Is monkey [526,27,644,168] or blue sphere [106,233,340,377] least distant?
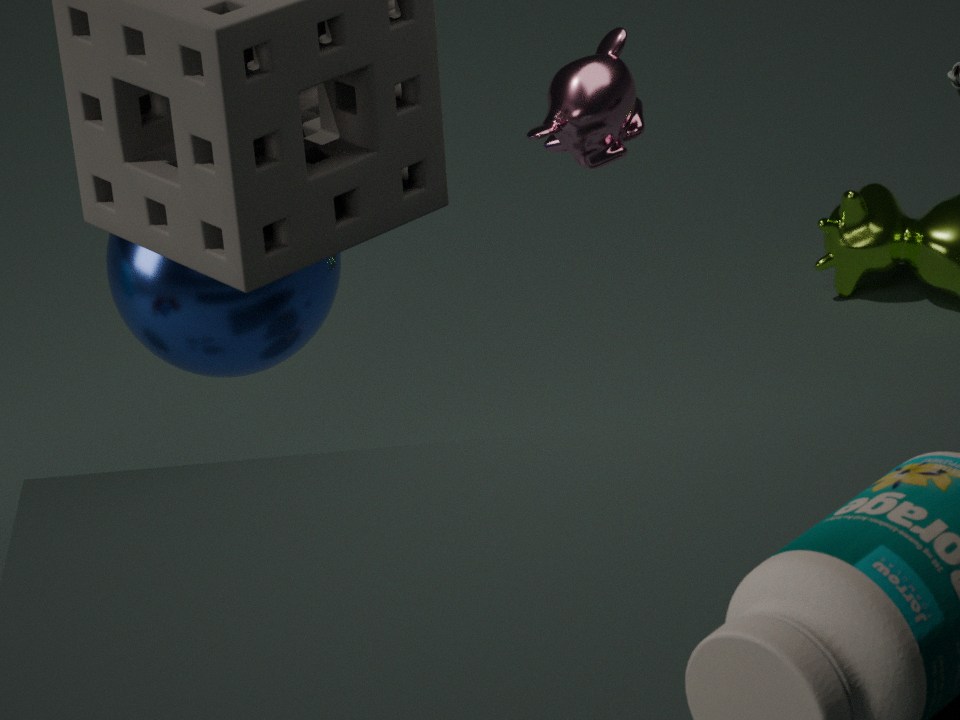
monkey [526,27,644,168]
